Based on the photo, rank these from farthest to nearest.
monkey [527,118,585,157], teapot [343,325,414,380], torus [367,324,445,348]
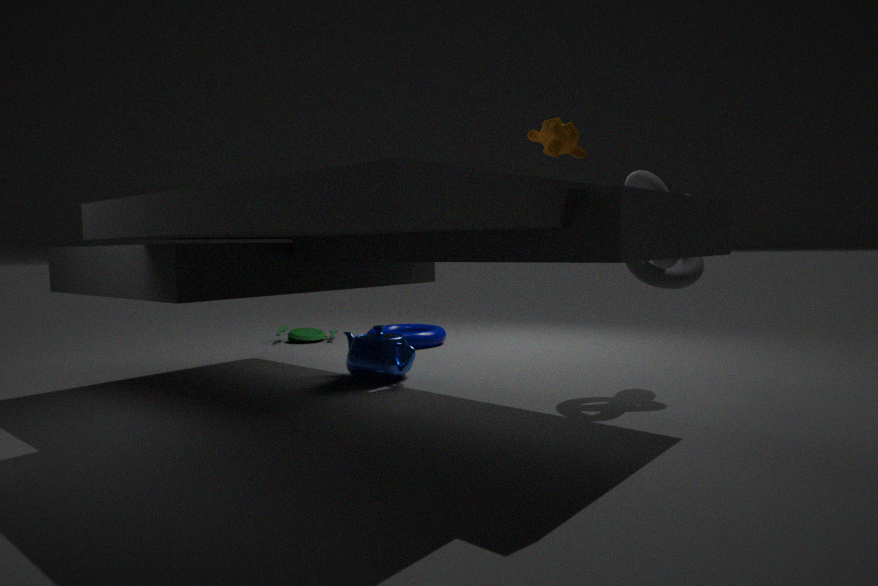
torus [367,324,445,348], teapot [343,325,414,380], monkey [527,118,585,157]
